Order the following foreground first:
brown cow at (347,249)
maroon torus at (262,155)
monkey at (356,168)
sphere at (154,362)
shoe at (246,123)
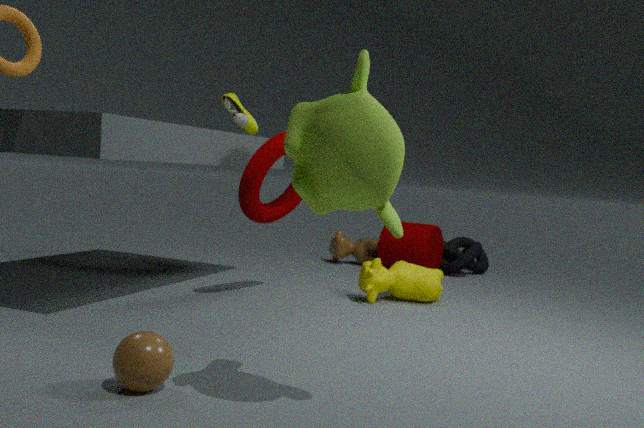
monkey at (356,168) → sphere at (154,362) → maroon torus at (262,155) → shoe at (246,123) → brown cow at (347,249)
